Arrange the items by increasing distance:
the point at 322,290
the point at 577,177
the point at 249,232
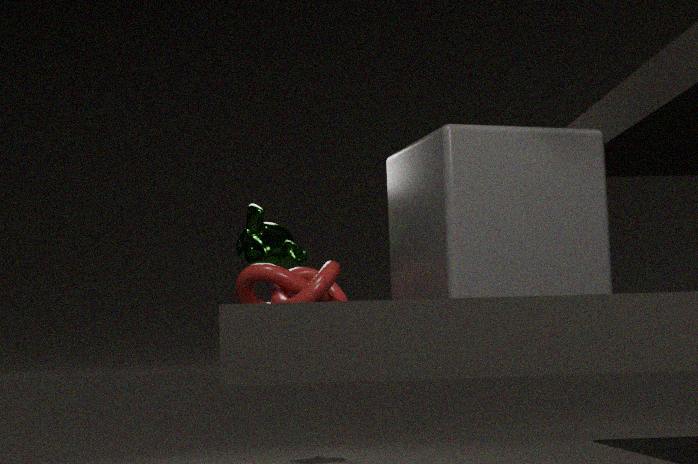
the point at 577,177
the point at 322,290
the point at 249,232
